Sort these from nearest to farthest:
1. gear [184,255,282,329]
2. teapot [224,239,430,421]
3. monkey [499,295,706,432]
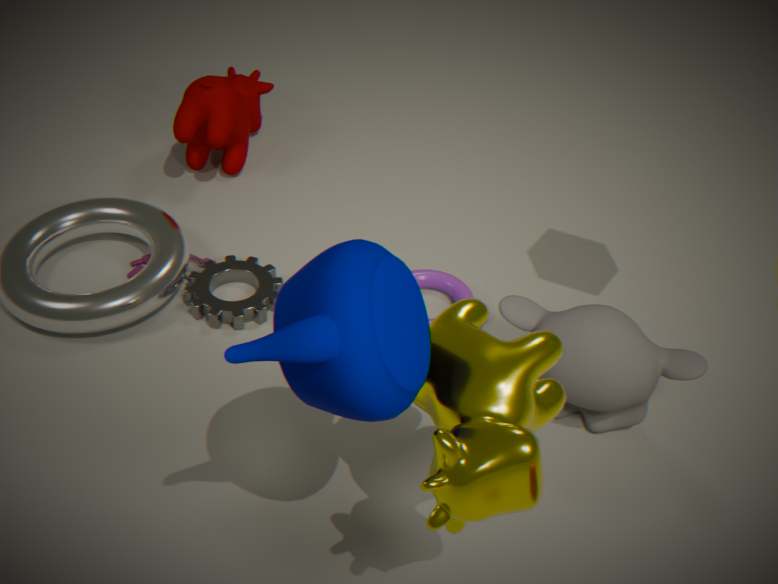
teapot [224,239,430,421], monkey [499,295,706,432], gear [184,255,282,329]
